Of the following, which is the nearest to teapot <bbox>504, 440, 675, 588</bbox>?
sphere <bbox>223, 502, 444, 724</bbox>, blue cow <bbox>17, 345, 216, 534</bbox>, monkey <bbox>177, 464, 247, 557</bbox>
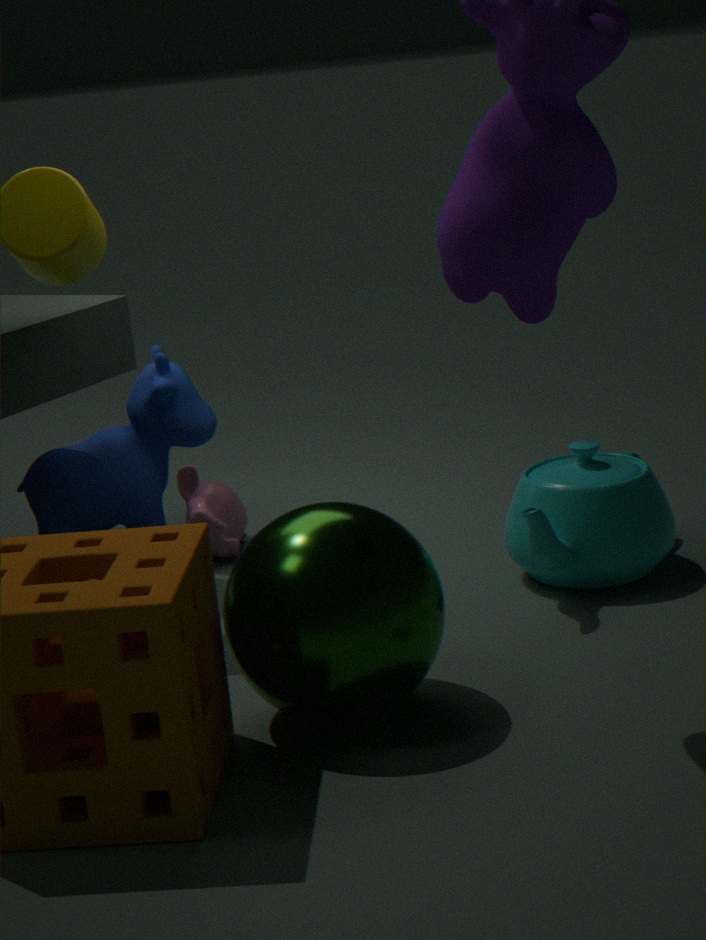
sphere <bbox>223, 502, 444, 724</bbox>
